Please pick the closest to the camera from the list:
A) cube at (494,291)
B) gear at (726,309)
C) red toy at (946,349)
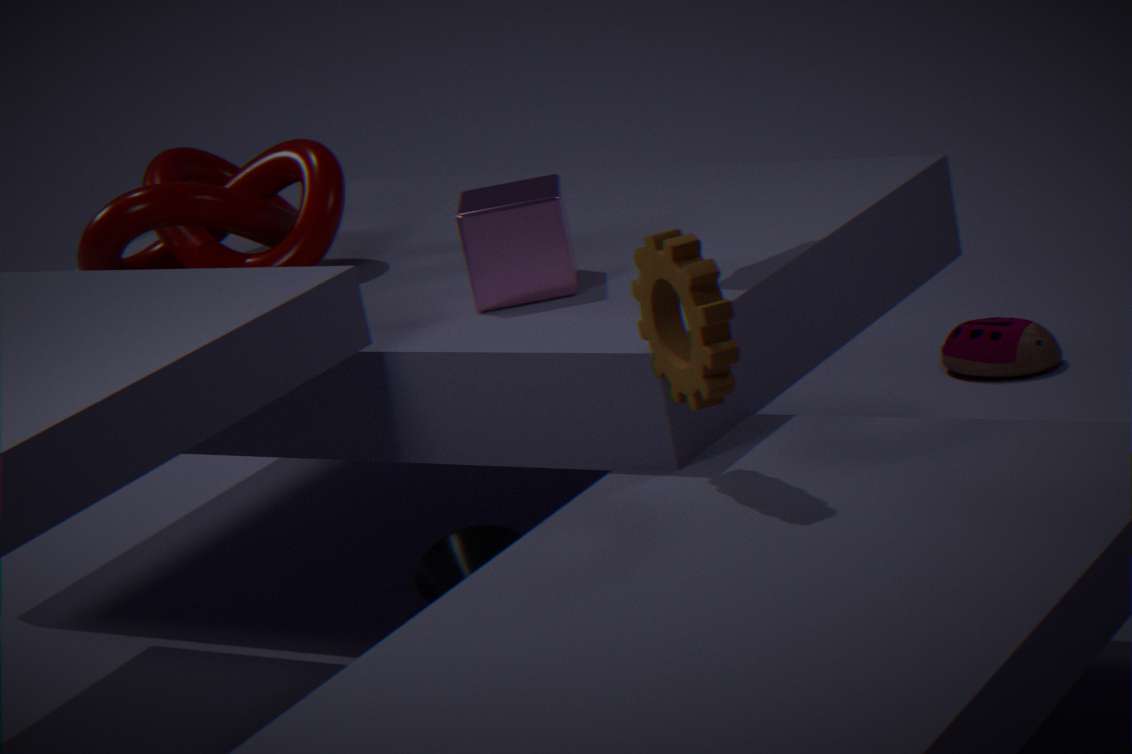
gear at (726,309)
